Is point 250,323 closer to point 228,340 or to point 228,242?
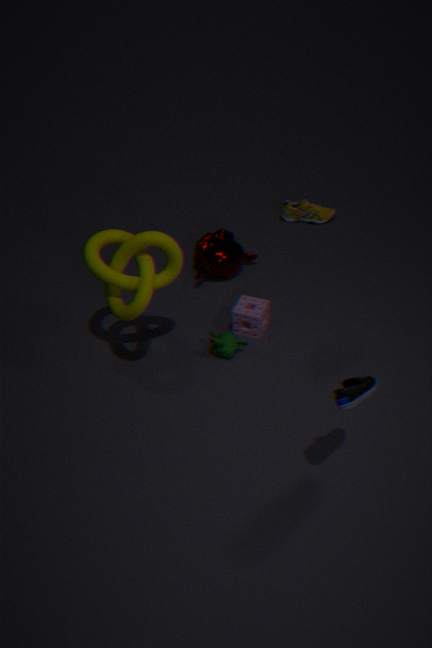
point 228,340
